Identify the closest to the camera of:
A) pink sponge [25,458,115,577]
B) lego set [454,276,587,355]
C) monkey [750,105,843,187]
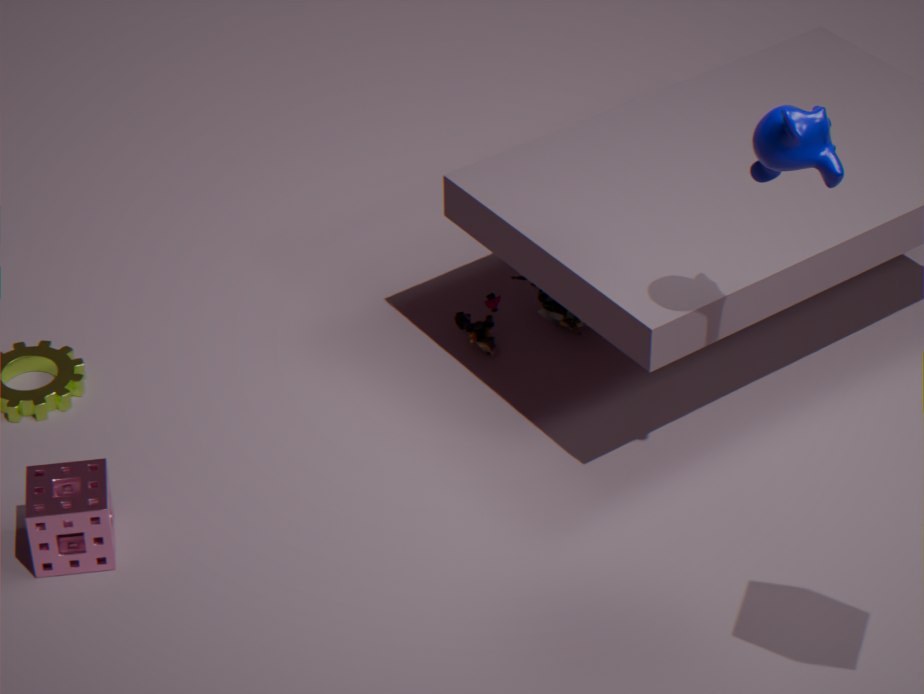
monkey [750,105,843,187]
